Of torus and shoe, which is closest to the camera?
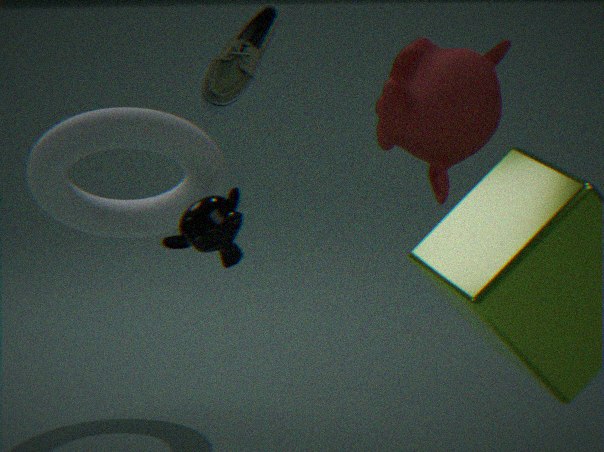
shoe
